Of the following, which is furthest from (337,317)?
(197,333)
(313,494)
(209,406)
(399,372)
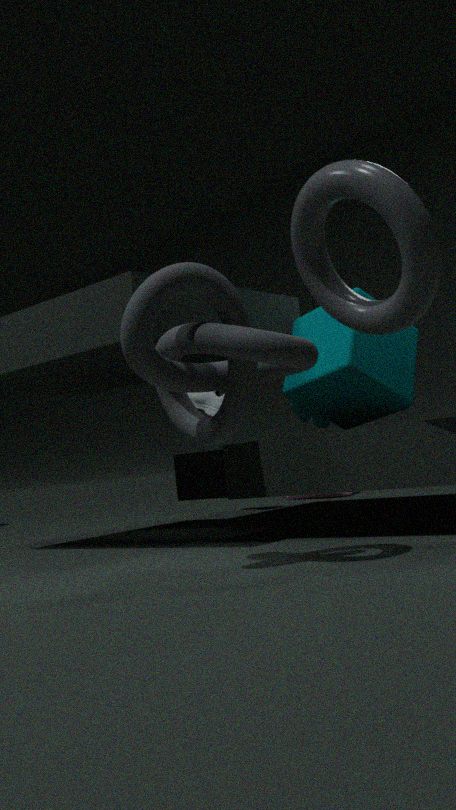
(313,494)
